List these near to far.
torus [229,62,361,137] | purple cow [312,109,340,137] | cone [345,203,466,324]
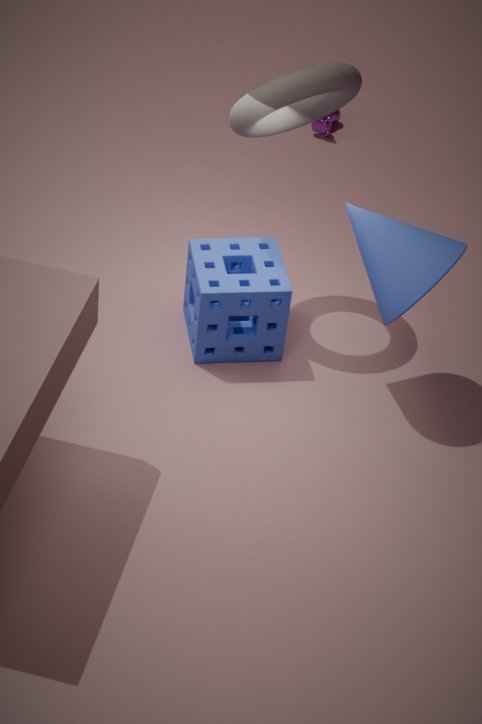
1. cone [345,203,466,324]
2. torus [229,62,361,137]
3. purple cow [312,109,340,137]
